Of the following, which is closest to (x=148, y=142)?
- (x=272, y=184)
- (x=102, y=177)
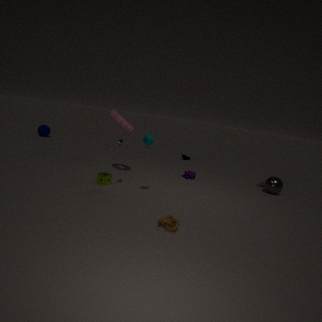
(x=102, y=177)
